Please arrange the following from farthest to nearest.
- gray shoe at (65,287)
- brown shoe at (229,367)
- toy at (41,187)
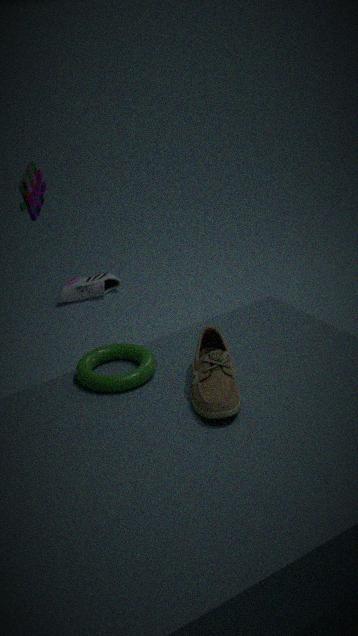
gray shoe at (65,287)
toy at (41,187)
brown shoe at (229,367)
